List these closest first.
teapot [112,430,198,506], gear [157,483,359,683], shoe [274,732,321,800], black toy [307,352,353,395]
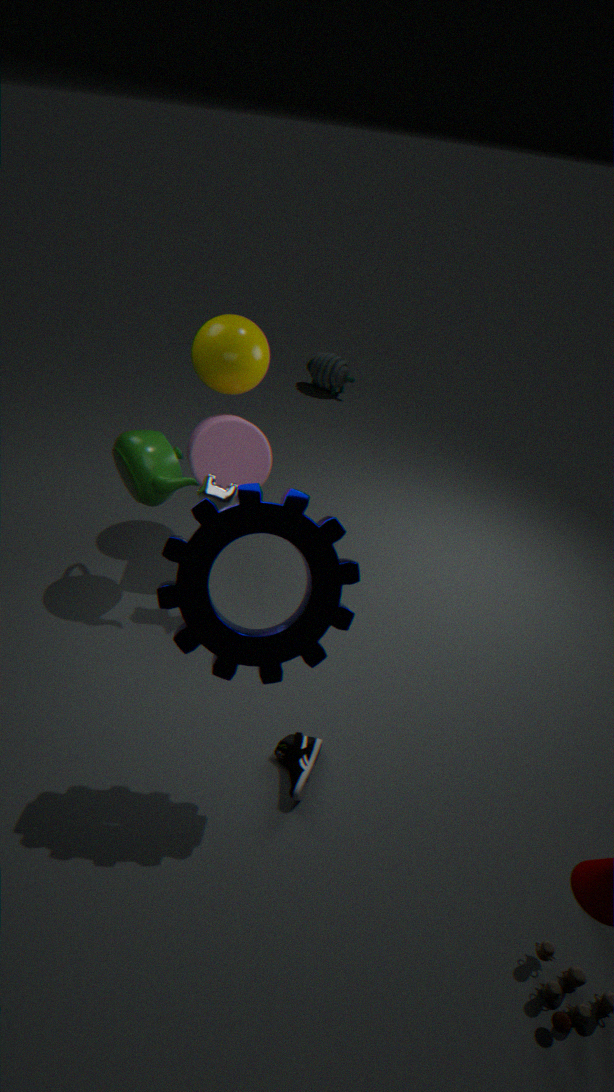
gear [157,483,359,683]
shoe [274,732,321,800]
teapot [112,430,198,506]
black toy [307,352,353,395]
